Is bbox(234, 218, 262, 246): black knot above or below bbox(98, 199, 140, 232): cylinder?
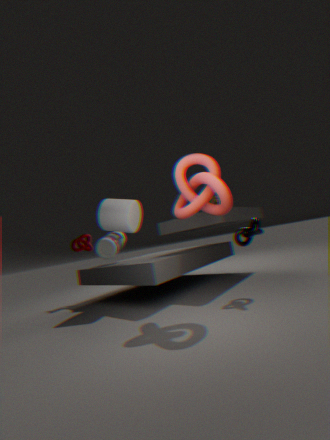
below
